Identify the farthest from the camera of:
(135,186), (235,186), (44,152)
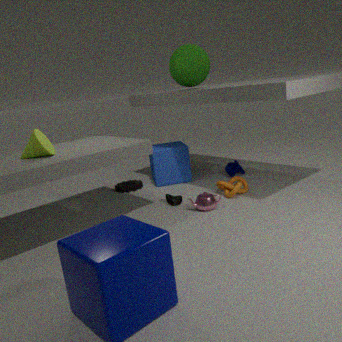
(135,186)
